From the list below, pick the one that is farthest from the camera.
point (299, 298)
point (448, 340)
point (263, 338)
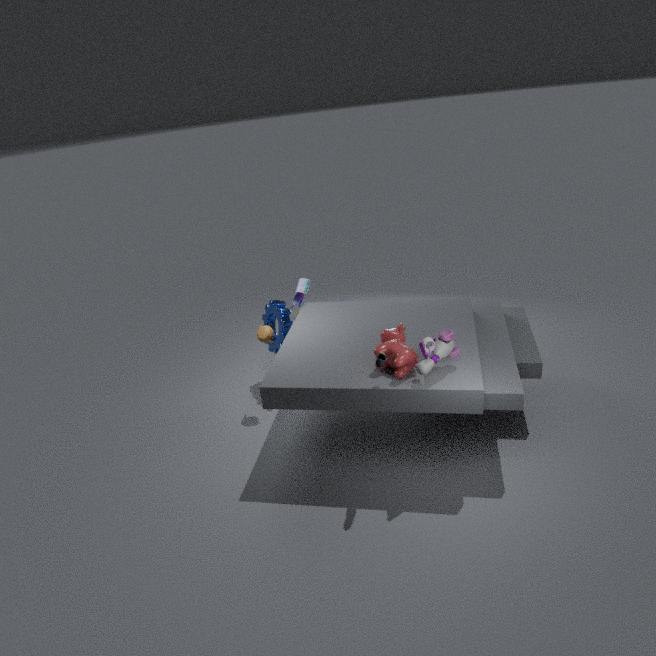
point (299, 298)
